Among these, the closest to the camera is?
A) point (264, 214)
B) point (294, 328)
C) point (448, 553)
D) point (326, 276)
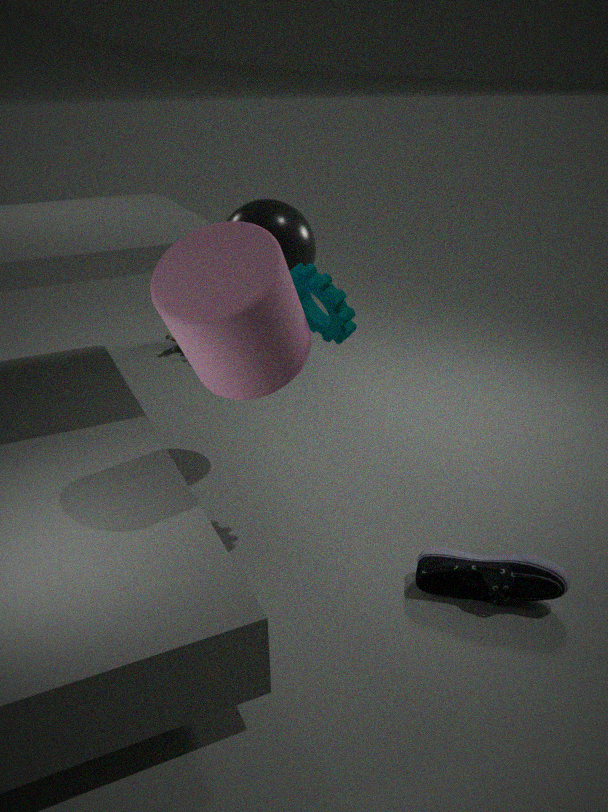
point (294, 328)
